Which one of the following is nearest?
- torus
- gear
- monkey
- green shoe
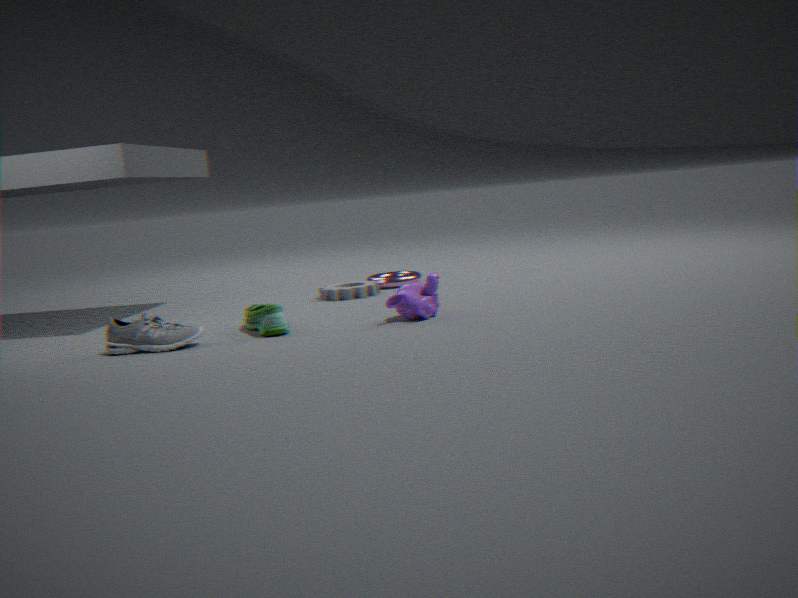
green shoe
